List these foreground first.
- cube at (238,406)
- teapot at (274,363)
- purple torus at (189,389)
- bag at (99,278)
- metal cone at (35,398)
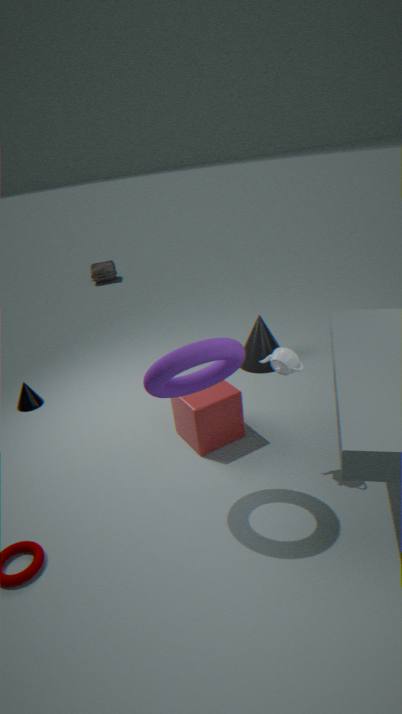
purple torus at (189,389) → teapot at (274,363) → cube at (238,406) → metal cone at (35,398) → bag at (99,278)
